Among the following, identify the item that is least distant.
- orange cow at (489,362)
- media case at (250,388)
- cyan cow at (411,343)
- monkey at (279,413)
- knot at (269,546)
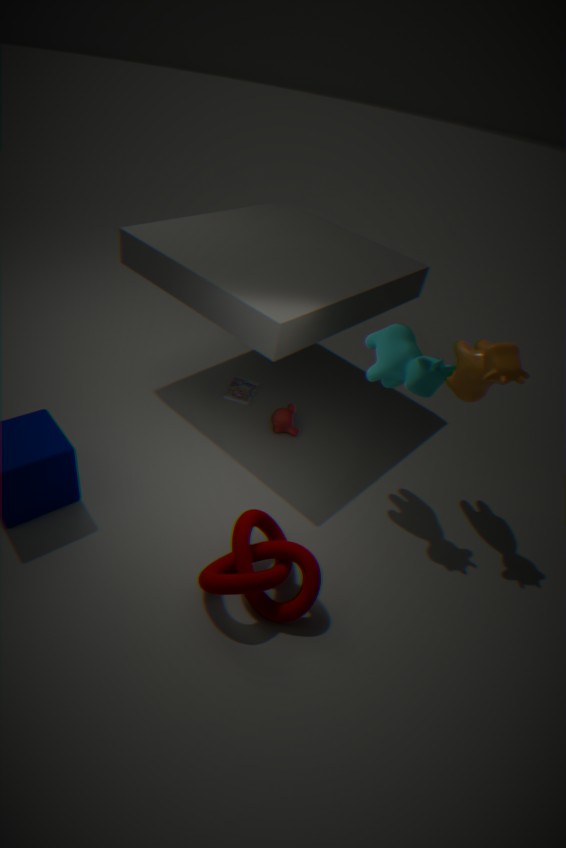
knot at (269,546)
